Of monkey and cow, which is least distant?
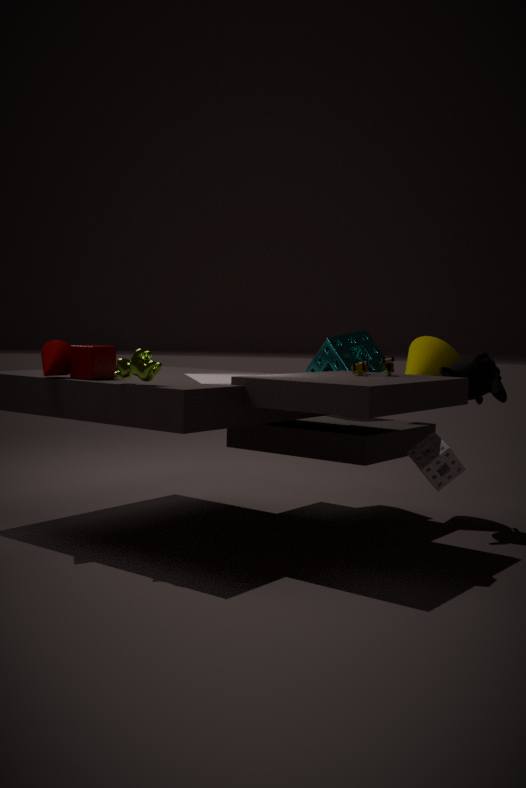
cow
